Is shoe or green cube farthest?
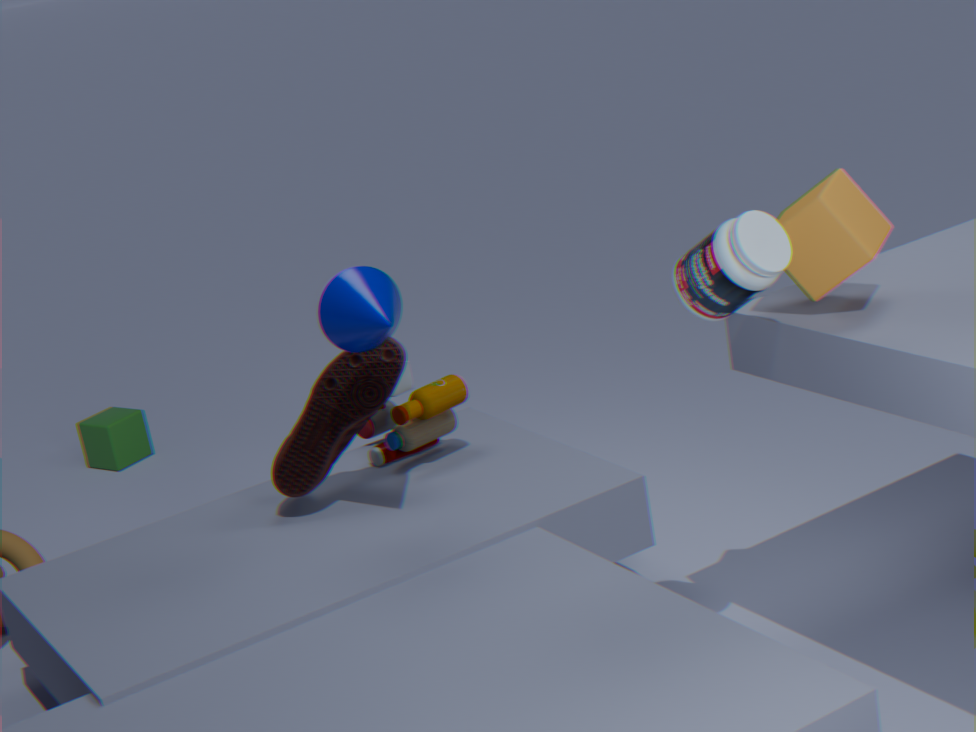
green cube
